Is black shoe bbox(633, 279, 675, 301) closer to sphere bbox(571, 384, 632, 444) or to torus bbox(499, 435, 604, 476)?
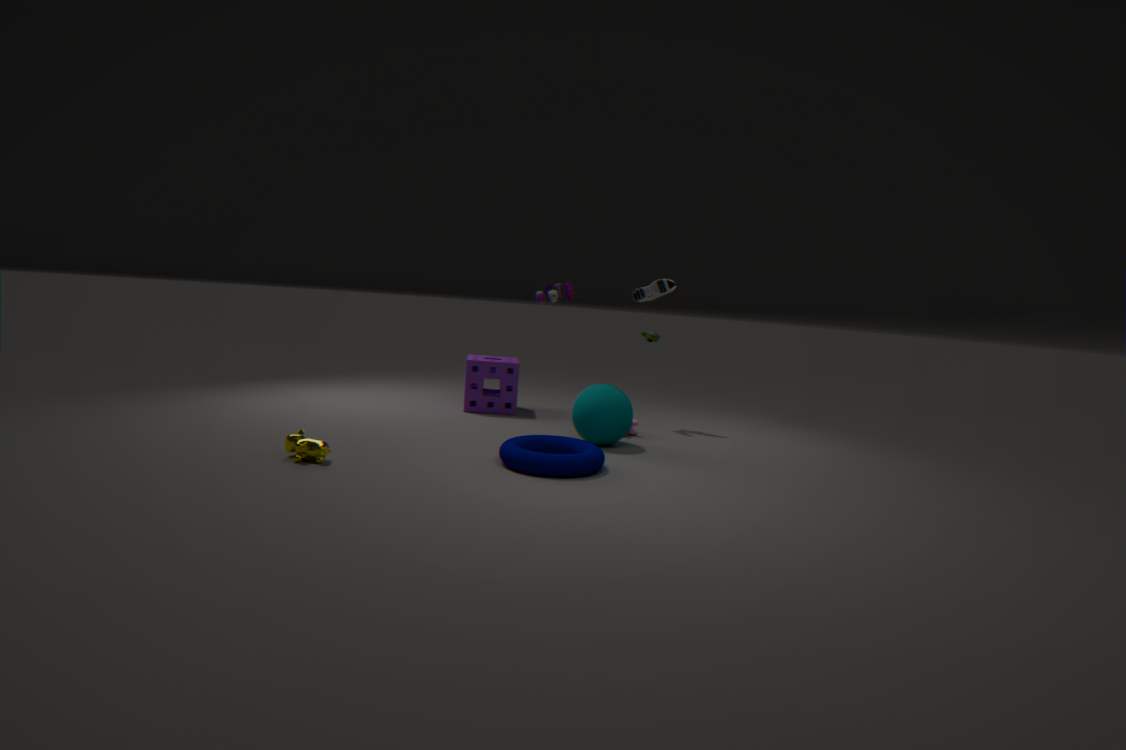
sphere bbox(571, 384, 632, 444)
